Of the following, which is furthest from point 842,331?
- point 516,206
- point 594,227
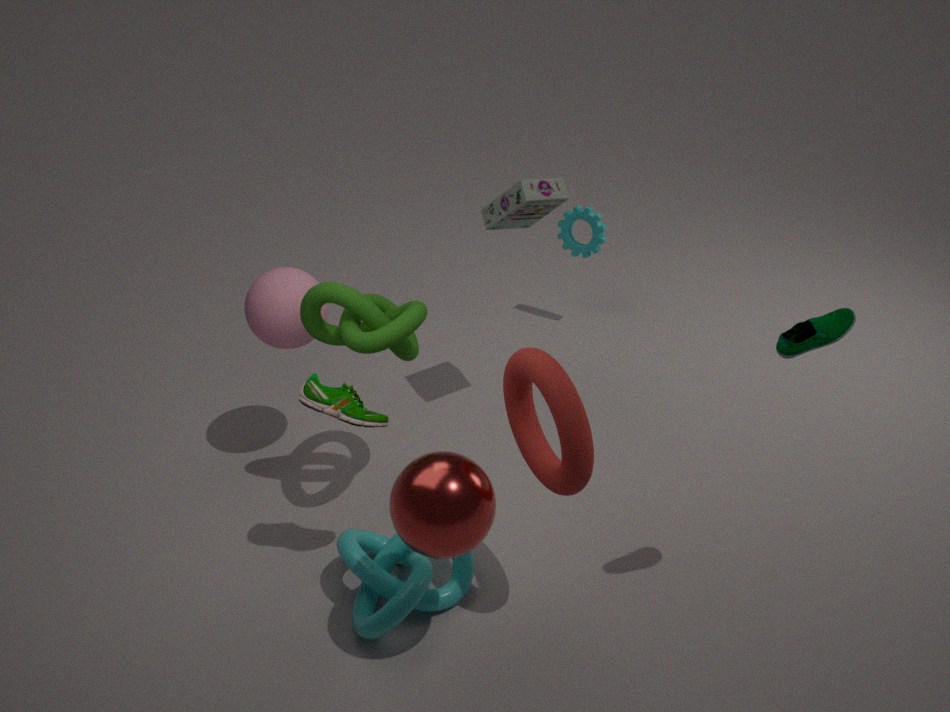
point 594,227
